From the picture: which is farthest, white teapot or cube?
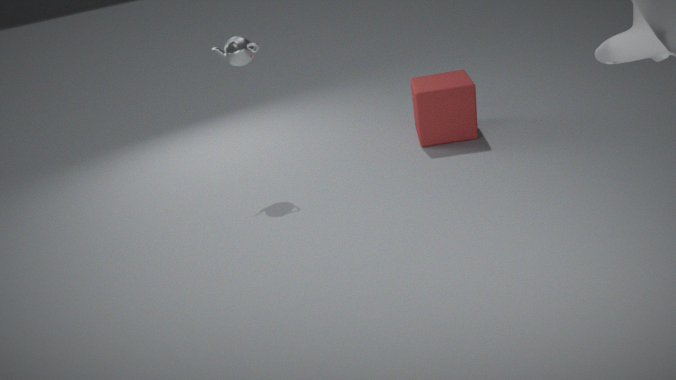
cube
